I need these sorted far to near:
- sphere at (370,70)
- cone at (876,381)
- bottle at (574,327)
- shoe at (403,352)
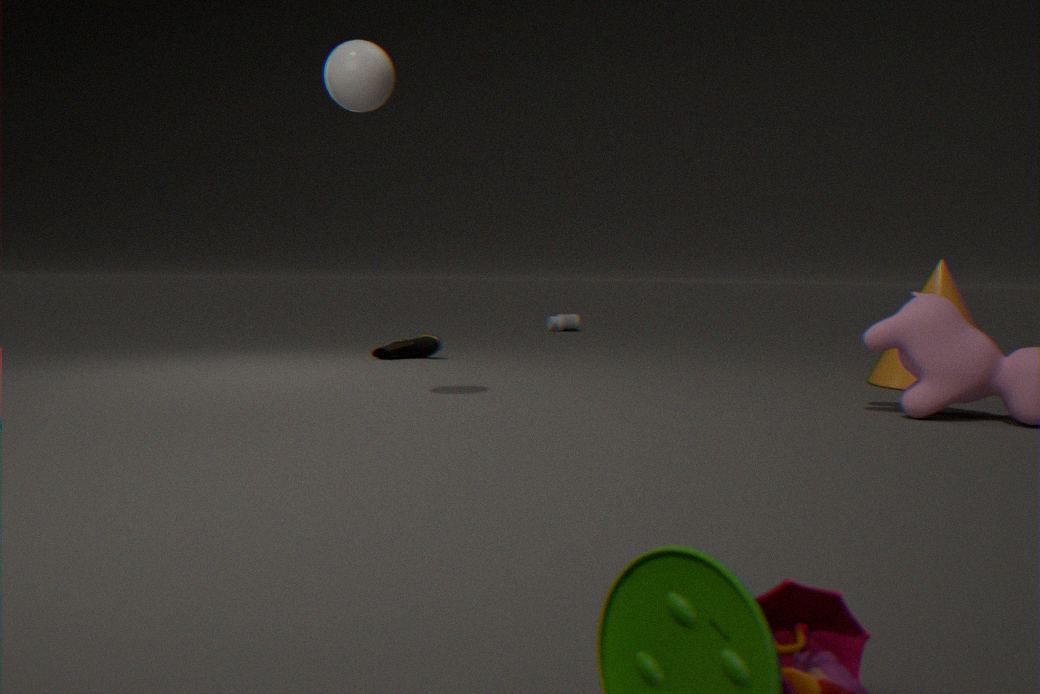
1. bottle at (574,327)
2. shoe at (403,352)
3. cone at (876,381)
4. sphere at (370,70)
